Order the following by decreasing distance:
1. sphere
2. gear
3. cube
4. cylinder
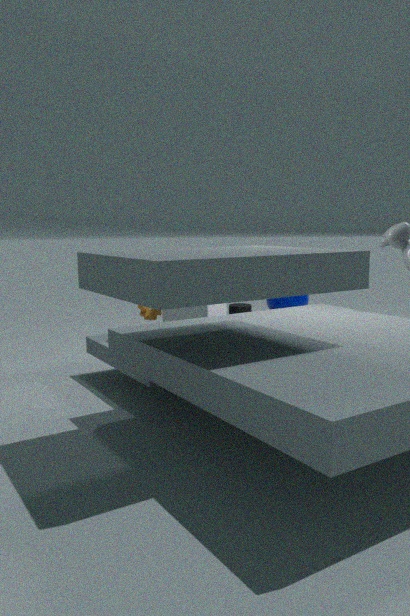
sphere, cylinder, gear, cube
